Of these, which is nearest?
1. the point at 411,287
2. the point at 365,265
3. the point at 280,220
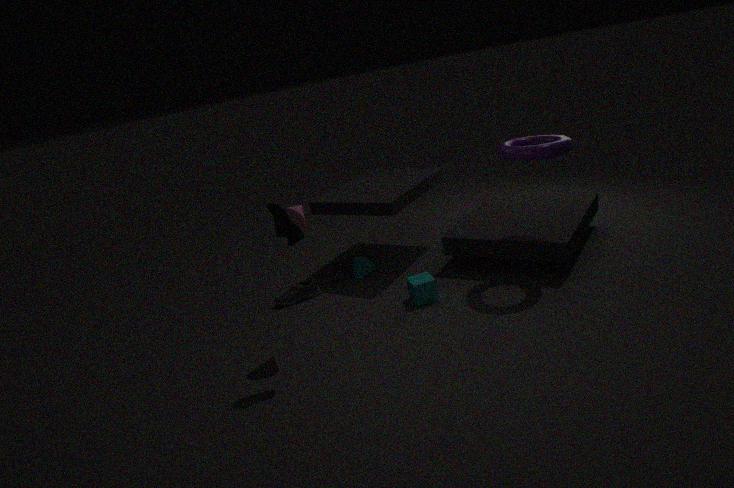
the point at 280,220
